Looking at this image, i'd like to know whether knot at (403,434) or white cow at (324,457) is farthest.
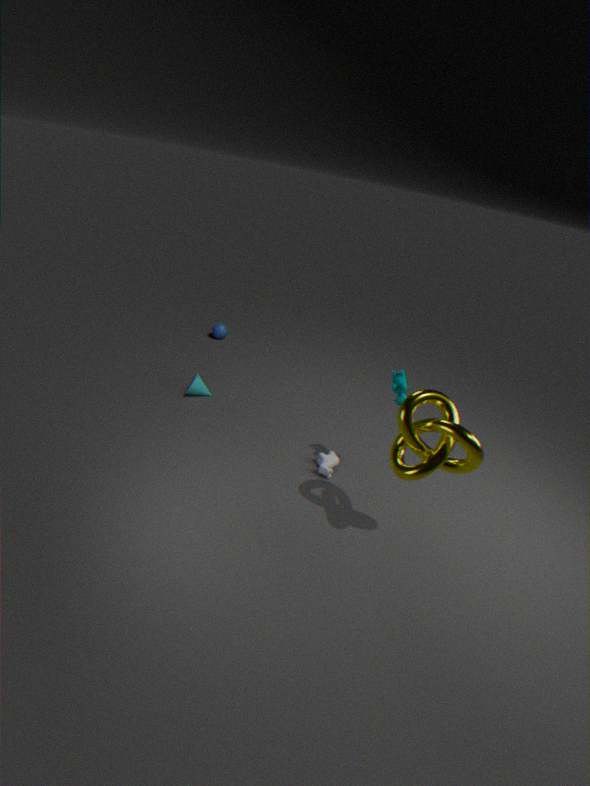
white cow at (324,457)
